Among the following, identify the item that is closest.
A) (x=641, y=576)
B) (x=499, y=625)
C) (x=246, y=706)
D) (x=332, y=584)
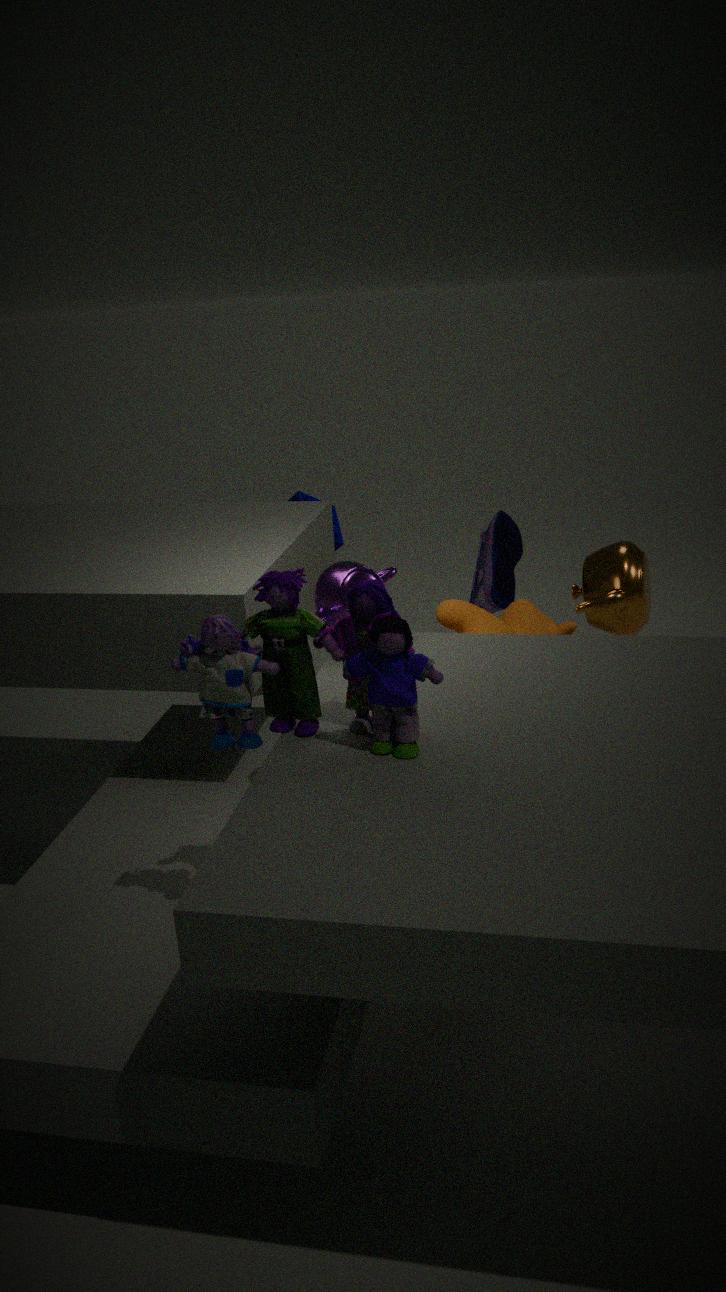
(x=246, y=706)
